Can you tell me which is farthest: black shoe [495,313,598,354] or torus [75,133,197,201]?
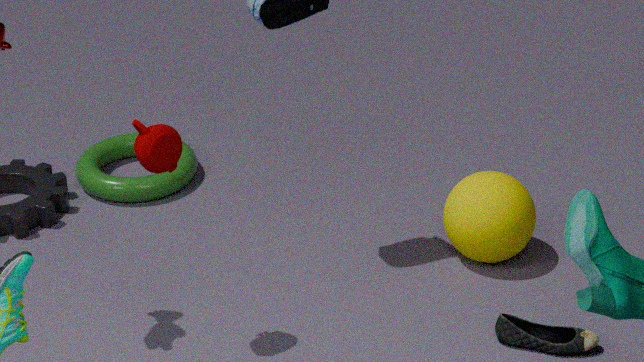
torus [75,133,197,201]
